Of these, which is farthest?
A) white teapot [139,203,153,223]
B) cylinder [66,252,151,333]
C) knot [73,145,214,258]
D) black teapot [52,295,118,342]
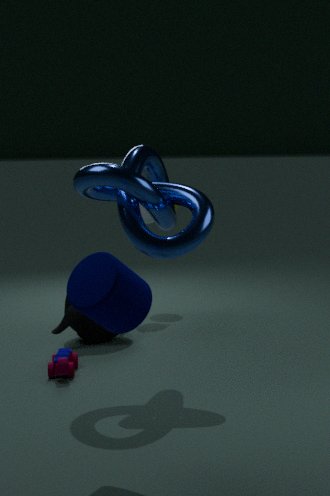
white teapot [139,203,153,223]
